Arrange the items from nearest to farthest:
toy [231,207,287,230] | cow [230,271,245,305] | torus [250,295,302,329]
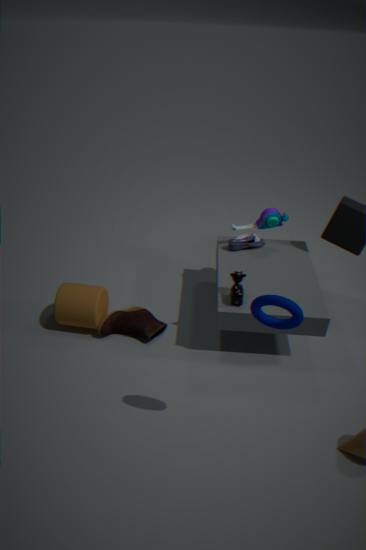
torus [250,295,302,329]
cow [230,271,245,305]
toy [231,207,287,230]
